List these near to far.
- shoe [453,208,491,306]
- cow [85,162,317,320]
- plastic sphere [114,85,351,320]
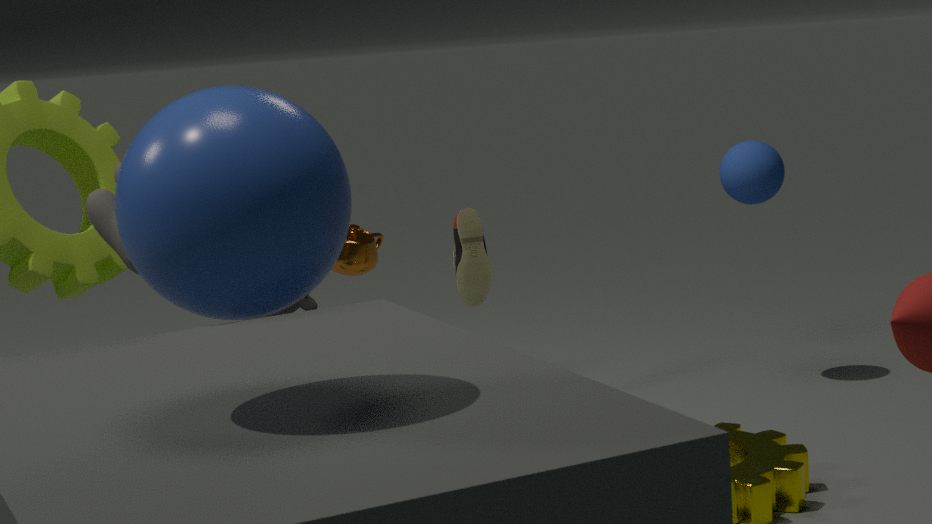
plastic sphere [114,85,351,320], cow [85,162,317,320], shoe [453,208,491,306]
